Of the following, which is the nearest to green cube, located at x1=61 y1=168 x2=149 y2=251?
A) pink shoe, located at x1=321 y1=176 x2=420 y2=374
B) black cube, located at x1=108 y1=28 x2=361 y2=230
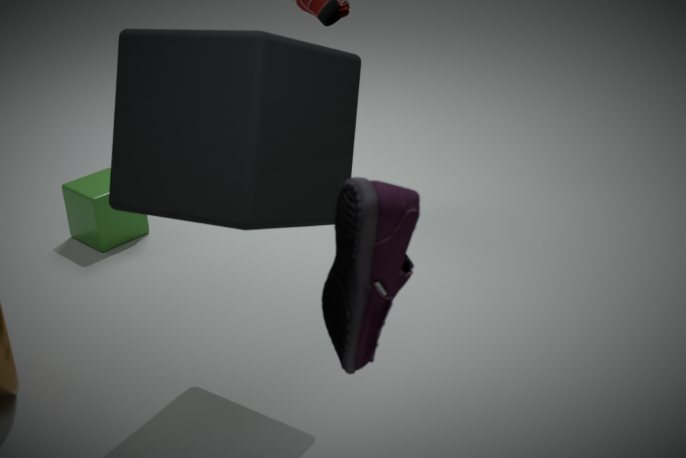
black cube, located at x1=108 y1=28 x2=361 y2=230
